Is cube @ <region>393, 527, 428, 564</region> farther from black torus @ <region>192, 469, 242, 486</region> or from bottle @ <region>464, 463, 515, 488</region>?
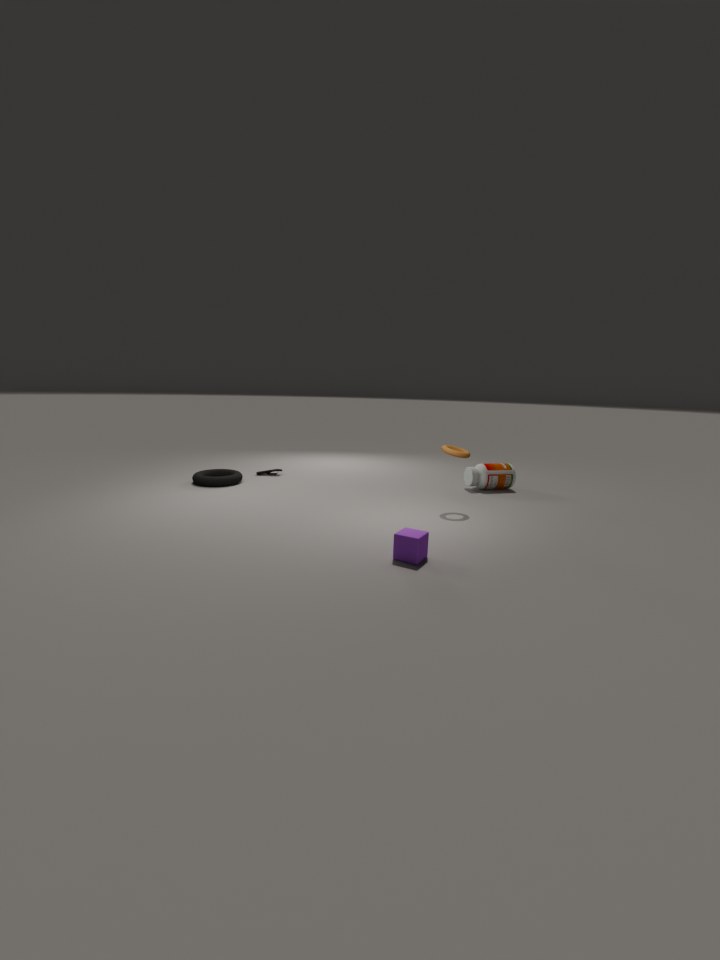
black torus @ <region>192, 469, 242, 486</region>
